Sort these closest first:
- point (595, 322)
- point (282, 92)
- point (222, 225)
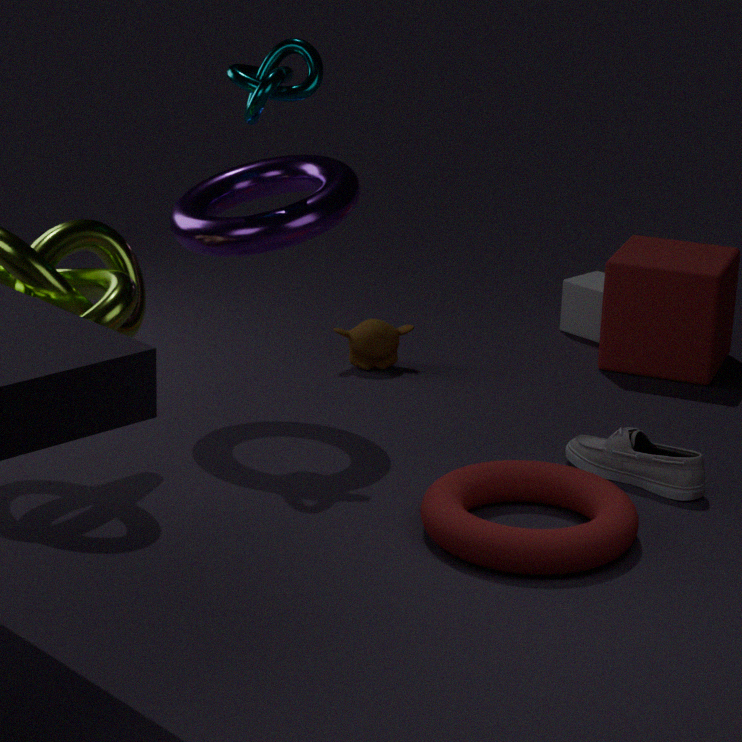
point (282, 92) → point (222, 225) → point (595, 322)
